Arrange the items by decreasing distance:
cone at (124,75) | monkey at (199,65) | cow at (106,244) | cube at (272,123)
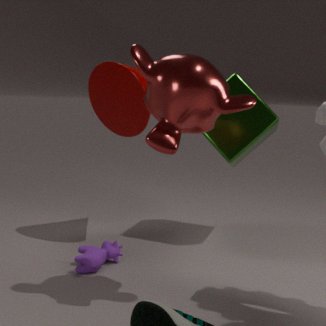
1. cube at (272,123)
2. cone at (124,75)
3. cow at (106,244)
4. monkey at (199,65)
